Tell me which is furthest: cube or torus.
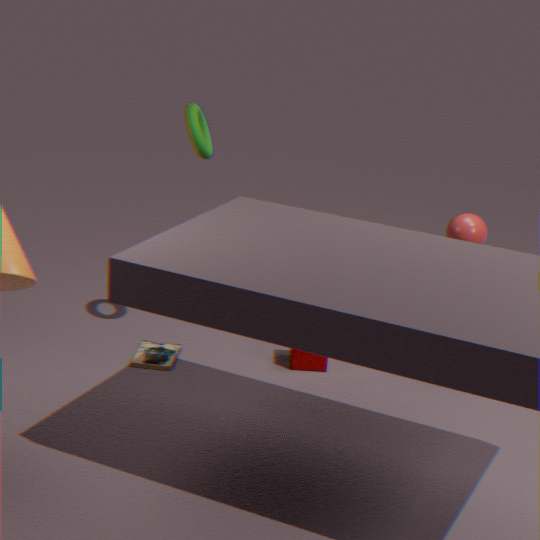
cube
